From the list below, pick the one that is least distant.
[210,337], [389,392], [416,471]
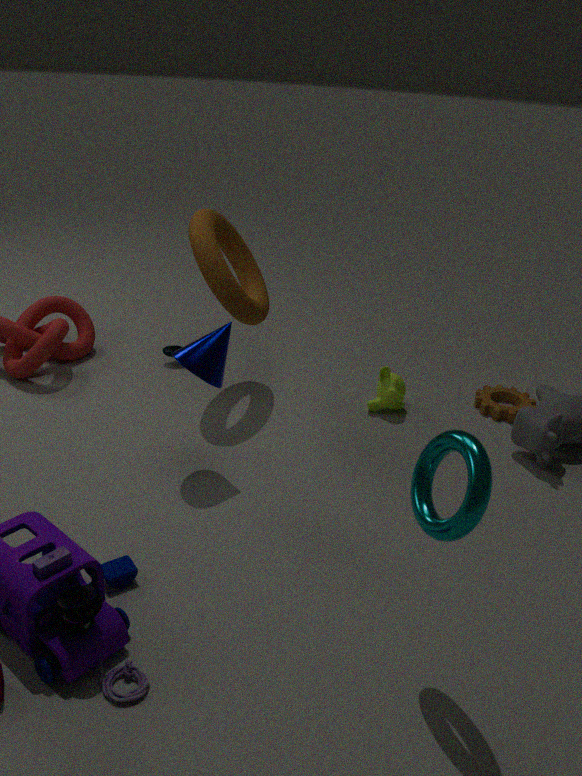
[416,471]
